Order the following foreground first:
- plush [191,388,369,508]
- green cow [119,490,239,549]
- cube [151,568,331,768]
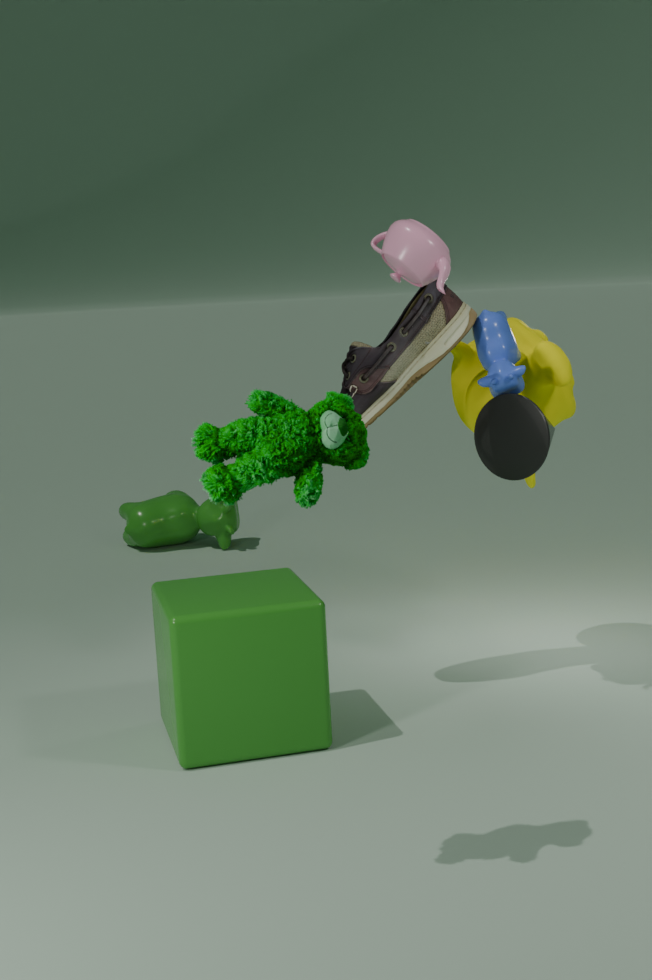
plush [191,388,369,508]
cube [151,568,331,768]
green cow [119,490,239,549]
